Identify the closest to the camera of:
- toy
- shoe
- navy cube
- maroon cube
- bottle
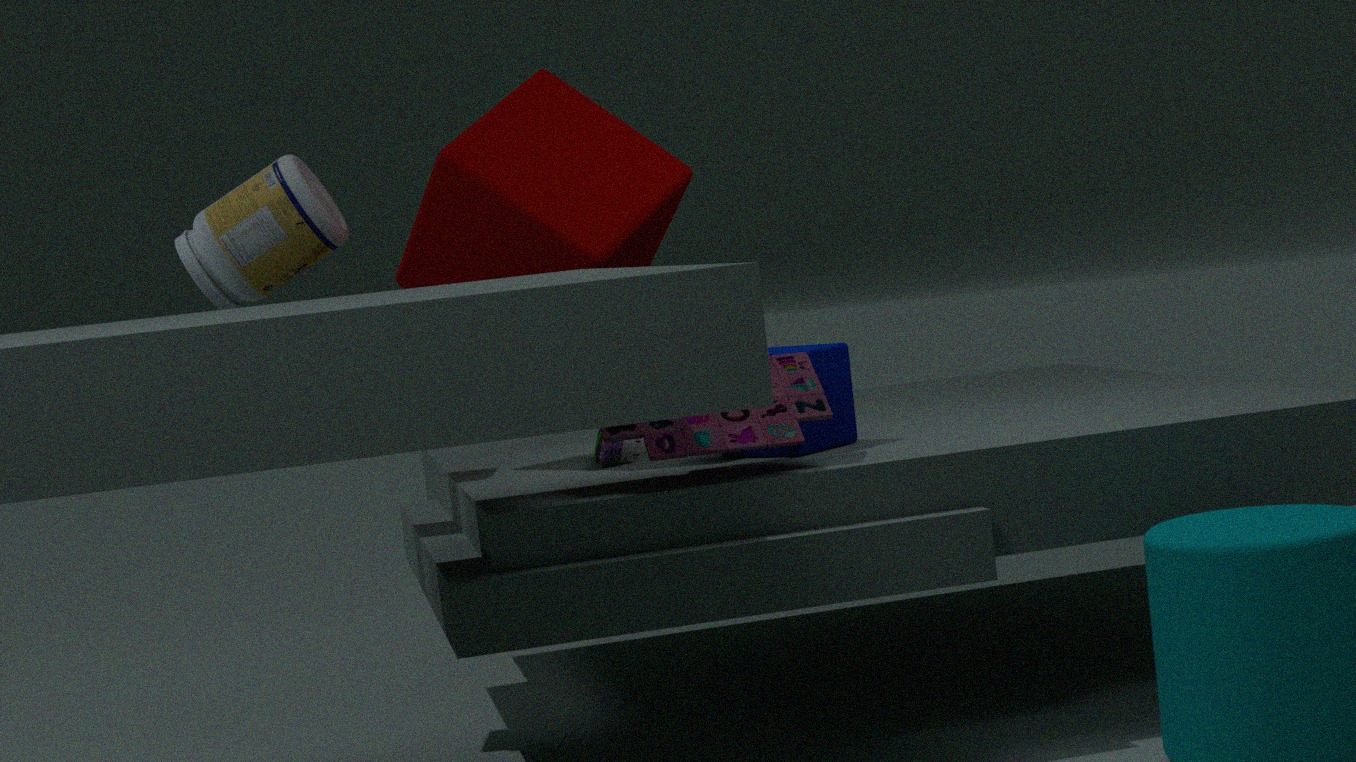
toy
